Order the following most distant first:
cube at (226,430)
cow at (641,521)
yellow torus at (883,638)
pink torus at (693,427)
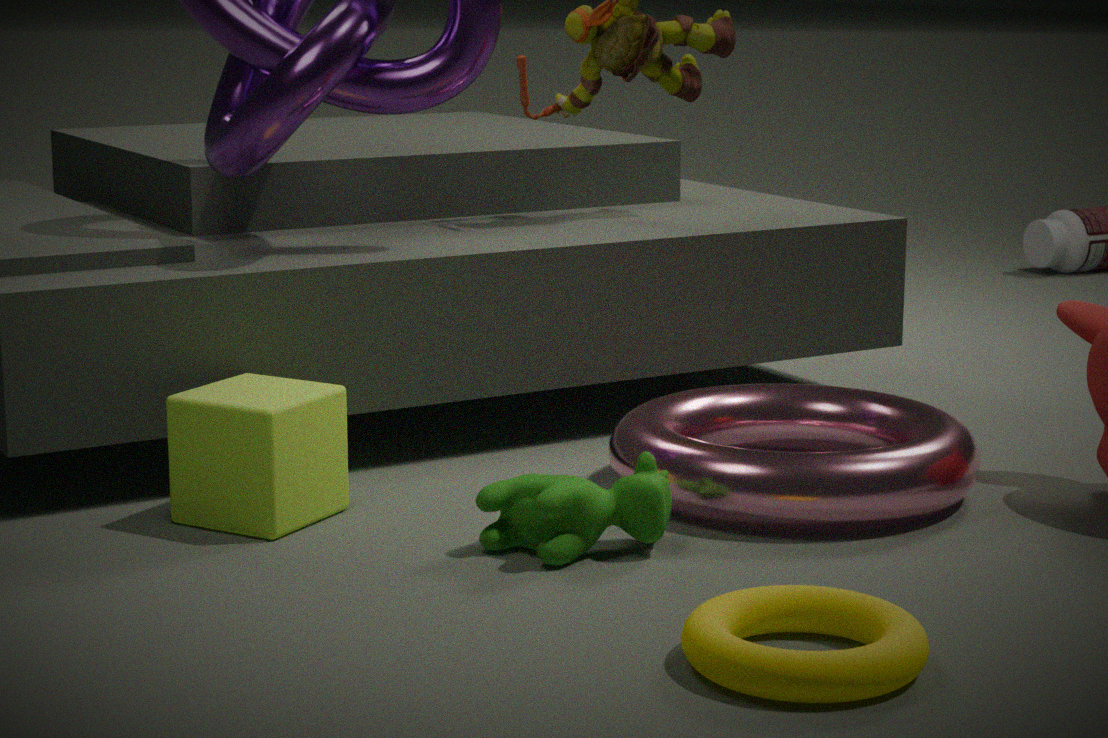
pink torus at (693,427) < cube at (226,430) < cow at (641,521) < yellow torus at (883,638)
